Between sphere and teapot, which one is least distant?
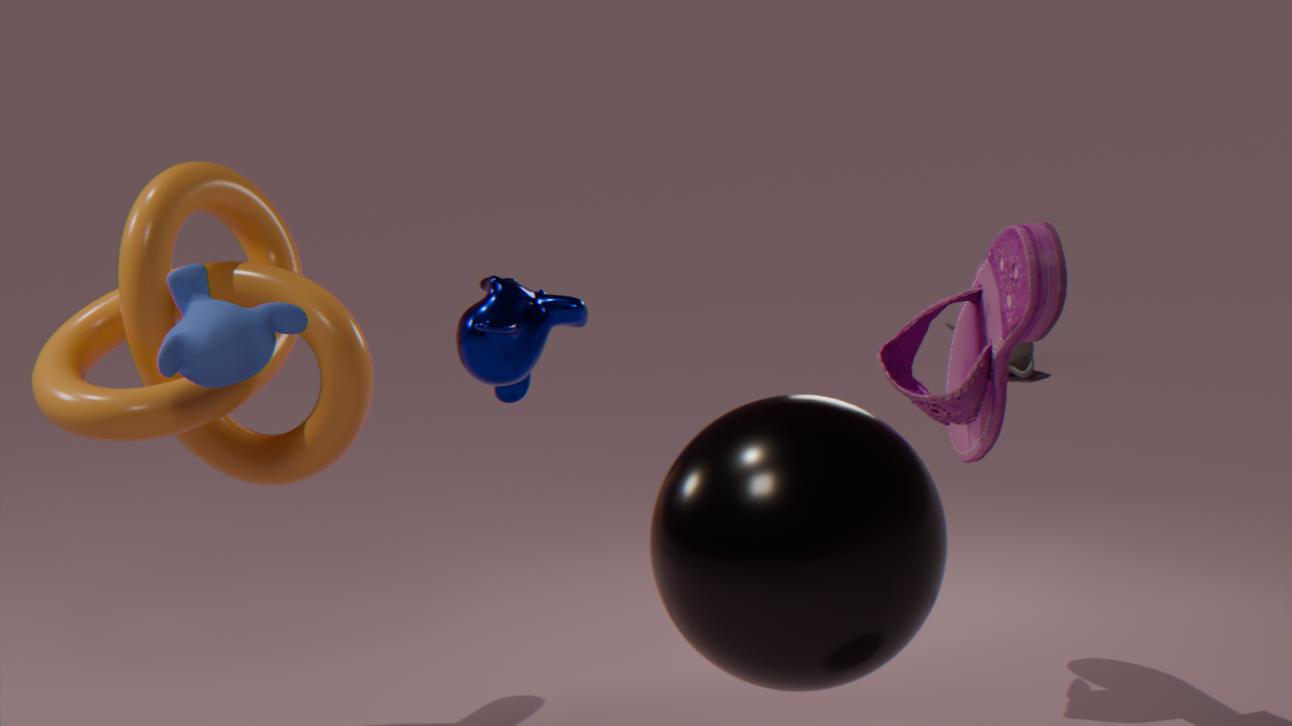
sphere
